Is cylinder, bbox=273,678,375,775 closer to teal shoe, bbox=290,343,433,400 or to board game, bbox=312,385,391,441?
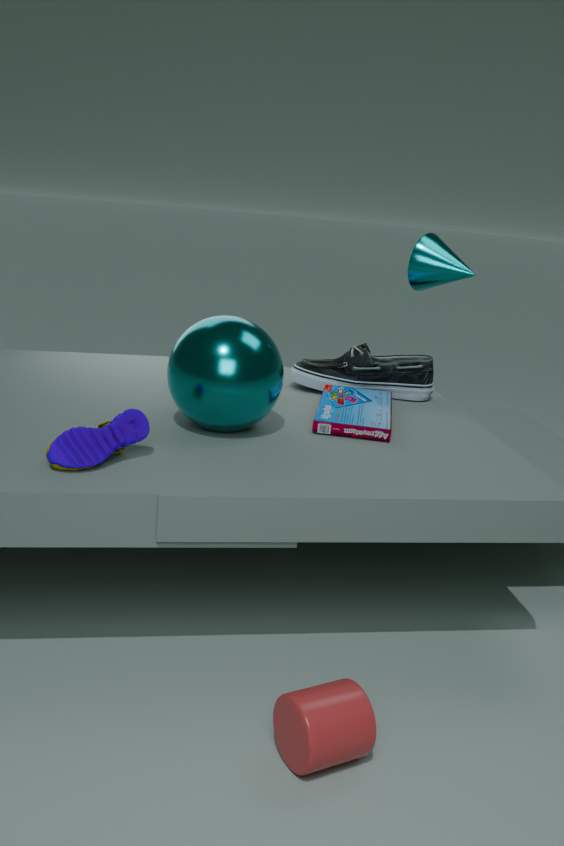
board game, bbox=312,385,391,441
